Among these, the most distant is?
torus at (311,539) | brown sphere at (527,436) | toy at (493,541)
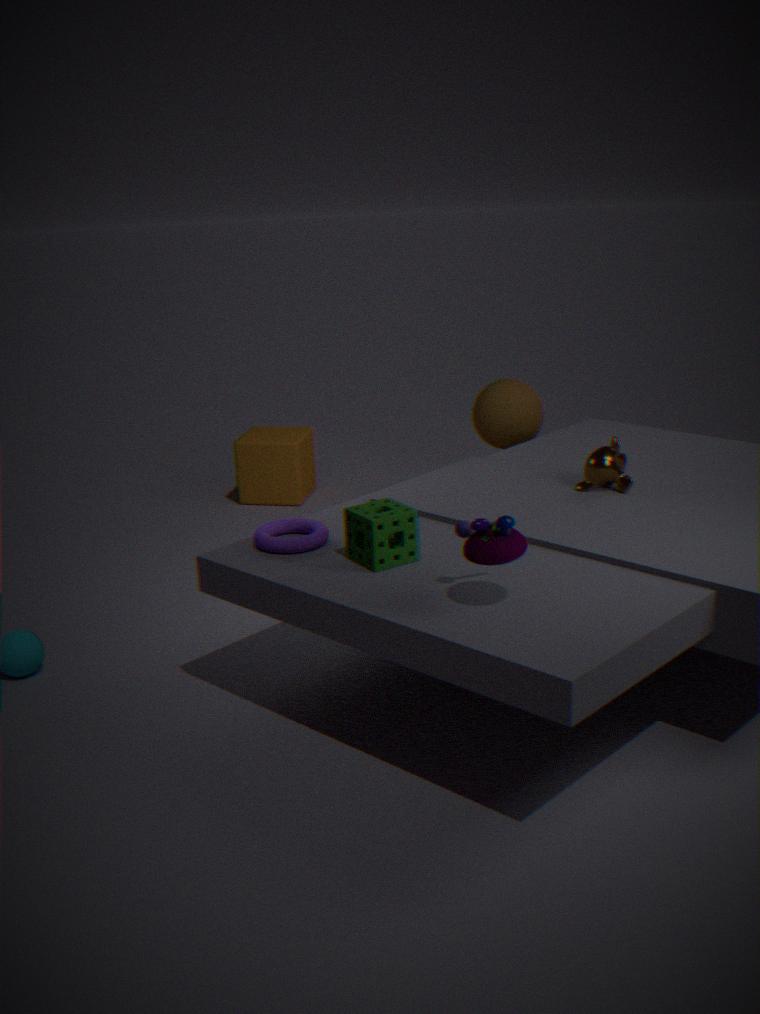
brown sphere at (527,436)
